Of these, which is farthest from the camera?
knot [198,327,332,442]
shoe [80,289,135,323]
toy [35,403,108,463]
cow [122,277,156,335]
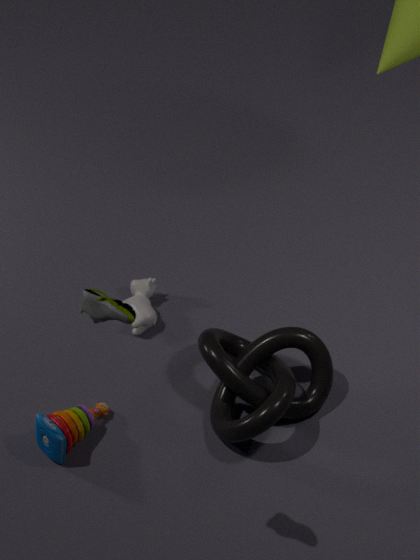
cow [122,277,156,335]
